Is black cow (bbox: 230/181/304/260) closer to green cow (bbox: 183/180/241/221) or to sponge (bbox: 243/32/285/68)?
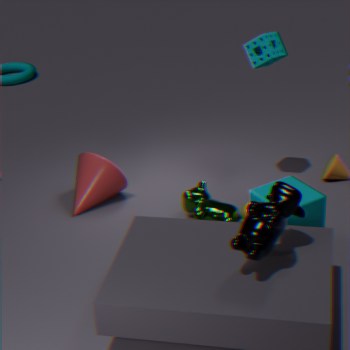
green cow (bbox: 183/180/241/221)
